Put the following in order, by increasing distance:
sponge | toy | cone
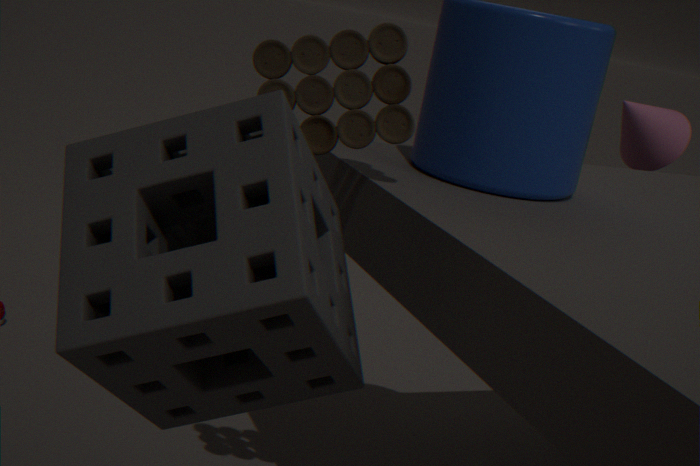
sponge < toy < cone
